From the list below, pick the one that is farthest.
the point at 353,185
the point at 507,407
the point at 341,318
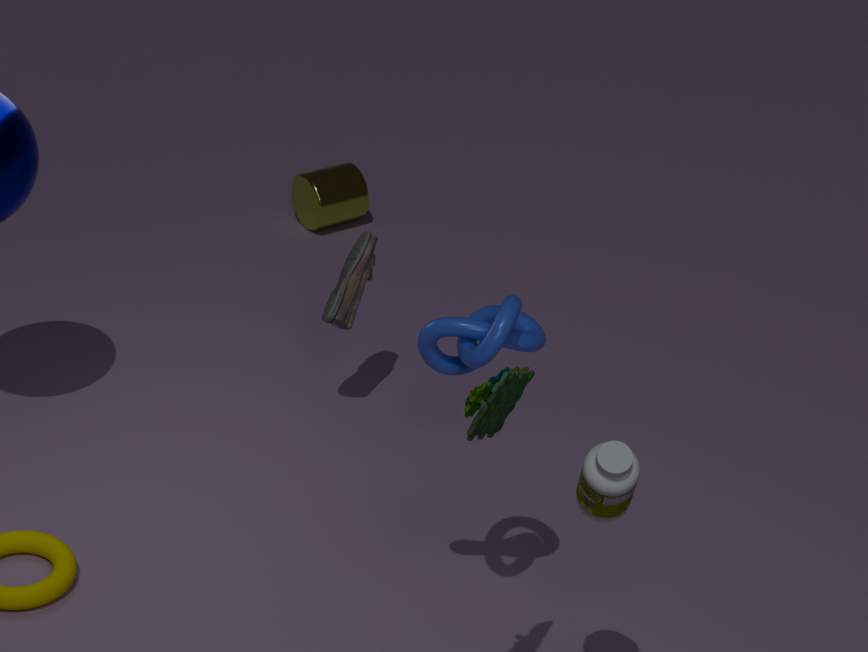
the point at 353,185
